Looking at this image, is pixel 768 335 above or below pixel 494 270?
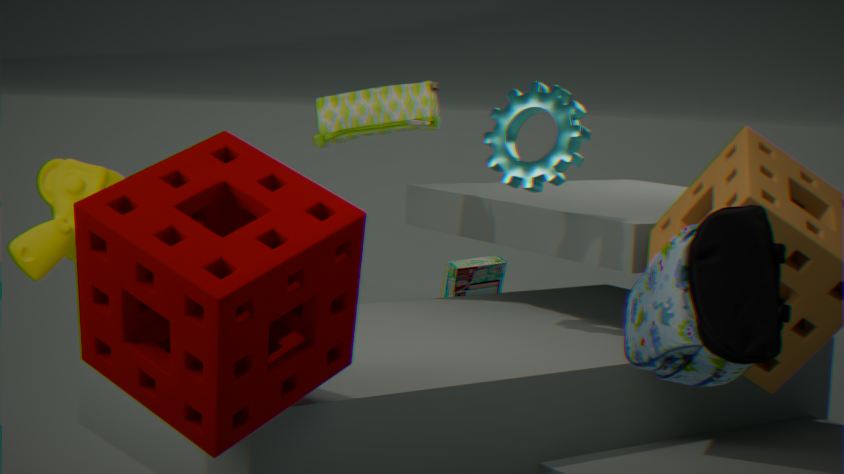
above
